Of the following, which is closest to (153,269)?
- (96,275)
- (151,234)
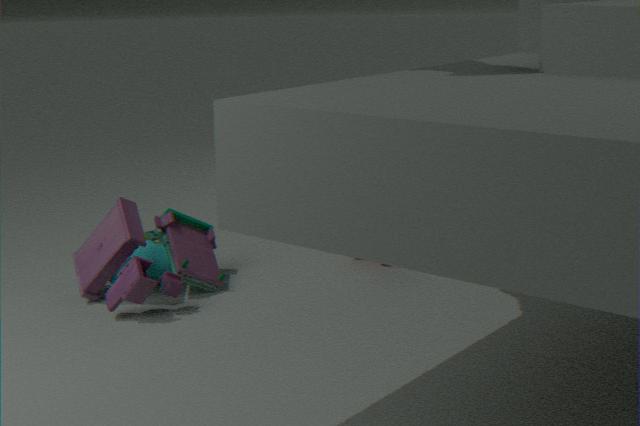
(96,275)
